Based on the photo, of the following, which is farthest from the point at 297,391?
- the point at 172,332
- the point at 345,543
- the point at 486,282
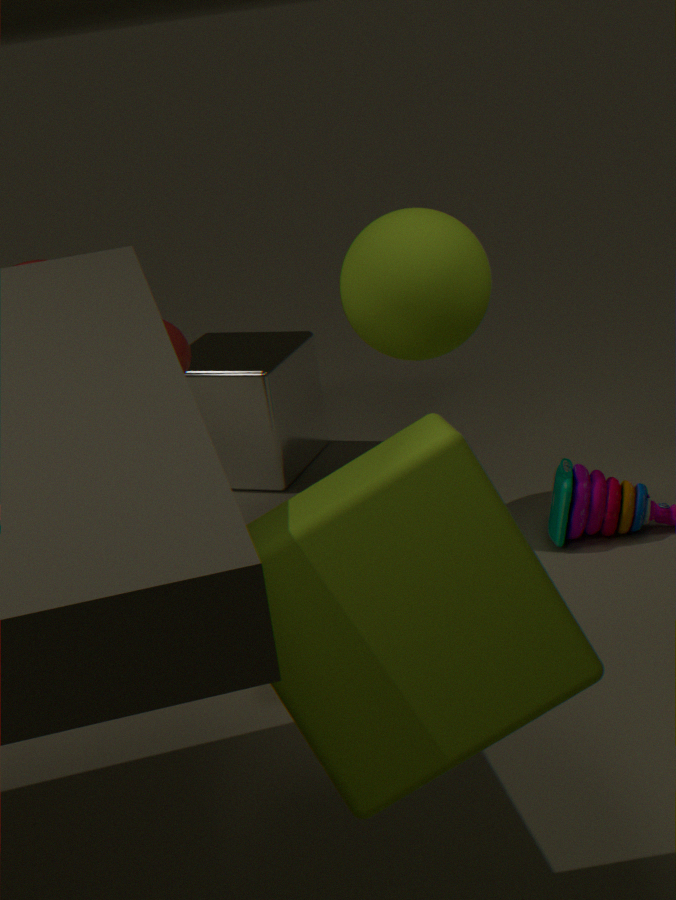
the point at 345,543
